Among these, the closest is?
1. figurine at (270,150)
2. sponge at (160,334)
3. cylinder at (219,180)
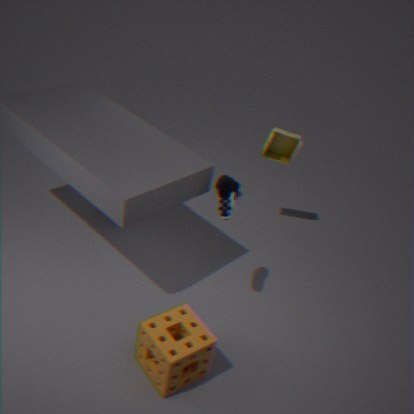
sponge at (160,334)
